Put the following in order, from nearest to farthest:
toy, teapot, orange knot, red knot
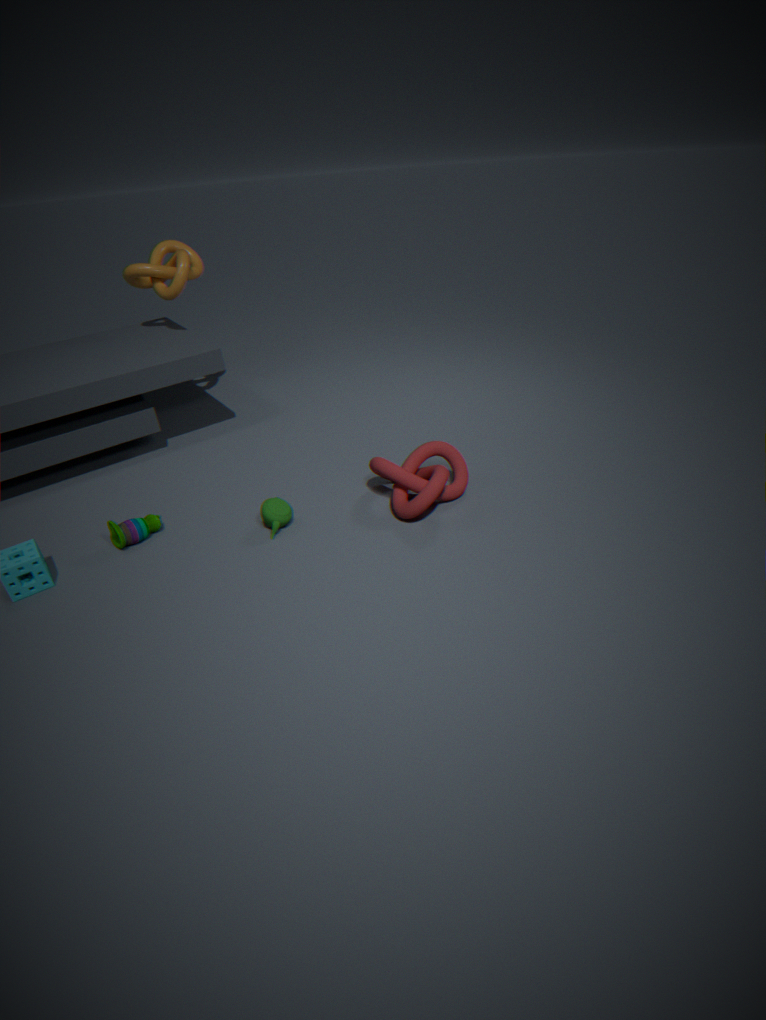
red knot, toy, teapot, orange knot
